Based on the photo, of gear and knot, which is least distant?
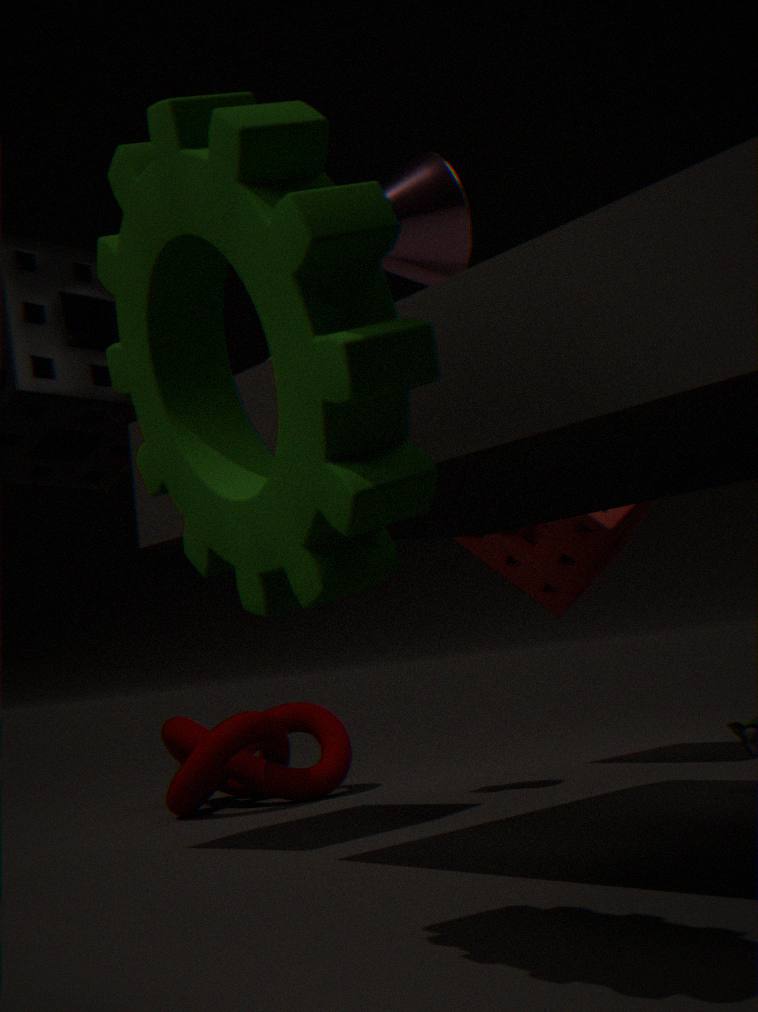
gear
